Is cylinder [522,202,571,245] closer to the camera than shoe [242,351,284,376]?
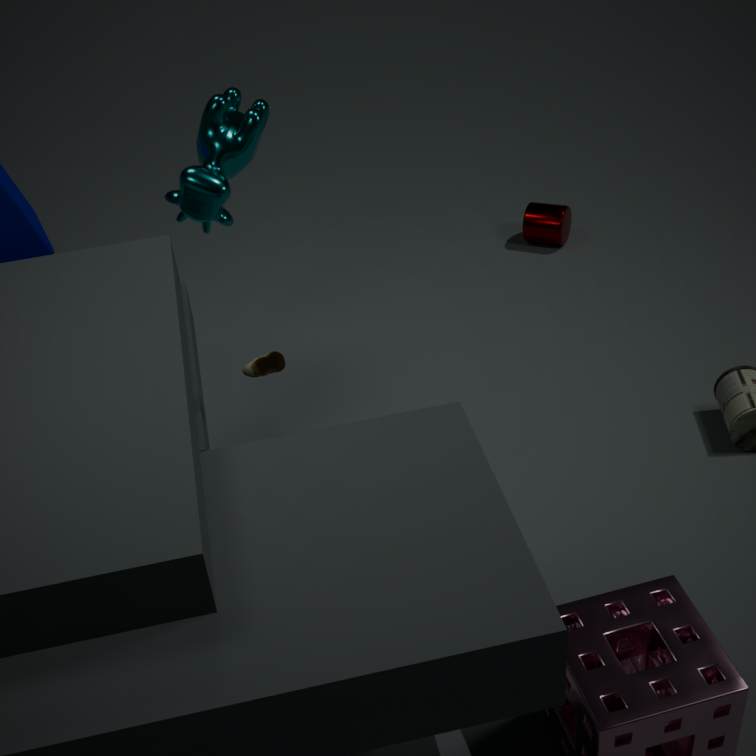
No
